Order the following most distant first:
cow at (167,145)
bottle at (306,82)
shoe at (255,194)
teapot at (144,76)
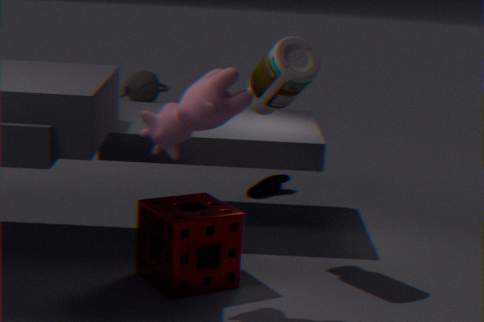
teapot at (144,76) < shoe at (255,194) < bottle at (306,82) < cow at (167,145)
